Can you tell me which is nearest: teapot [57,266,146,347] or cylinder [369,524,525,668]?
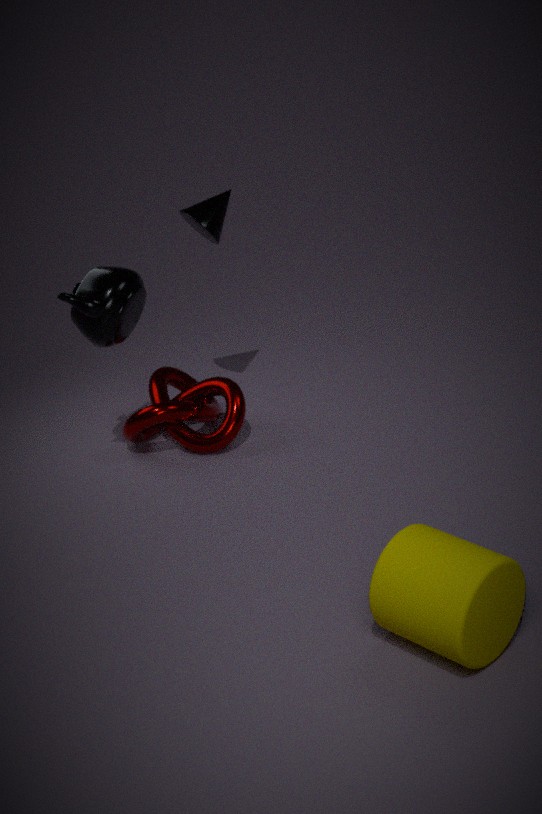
cylinder [369,524,525,668]
